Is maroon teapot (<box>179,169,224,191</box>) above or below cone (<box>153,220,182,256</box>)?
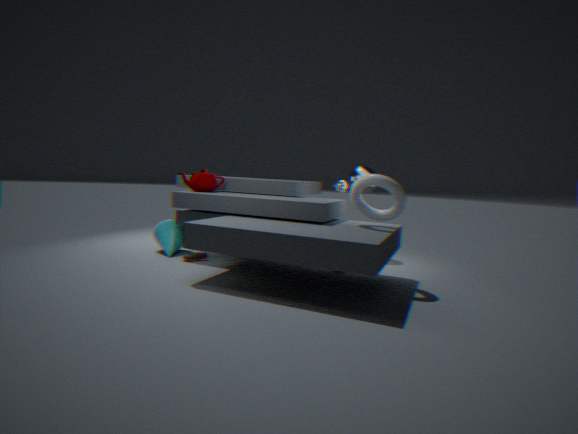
above
